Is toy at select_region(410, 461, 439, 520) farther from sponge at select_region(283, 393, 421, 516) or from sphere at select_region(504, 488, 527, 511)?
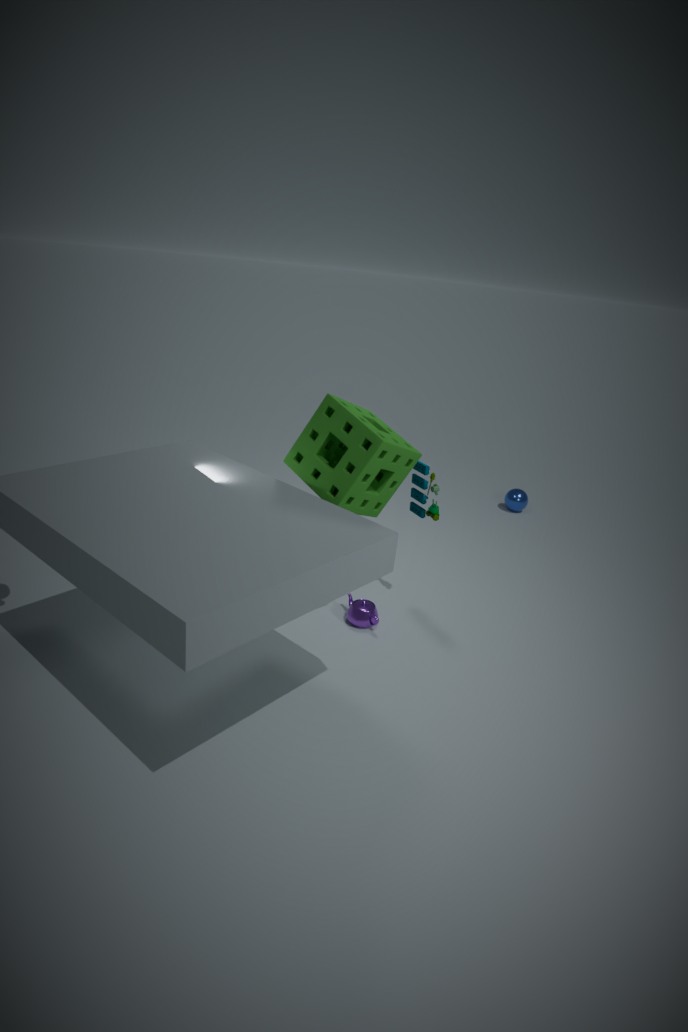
sphere at select_region(504, 488, 527, 511)
